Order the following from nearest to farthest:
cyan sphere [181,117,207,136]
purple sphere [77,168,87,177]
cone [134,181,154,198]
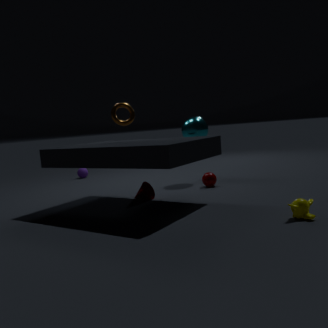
cone [134,181,154,198]
cyan sphere [181,117,207,136]
purple sphere [77,168,87,177]
